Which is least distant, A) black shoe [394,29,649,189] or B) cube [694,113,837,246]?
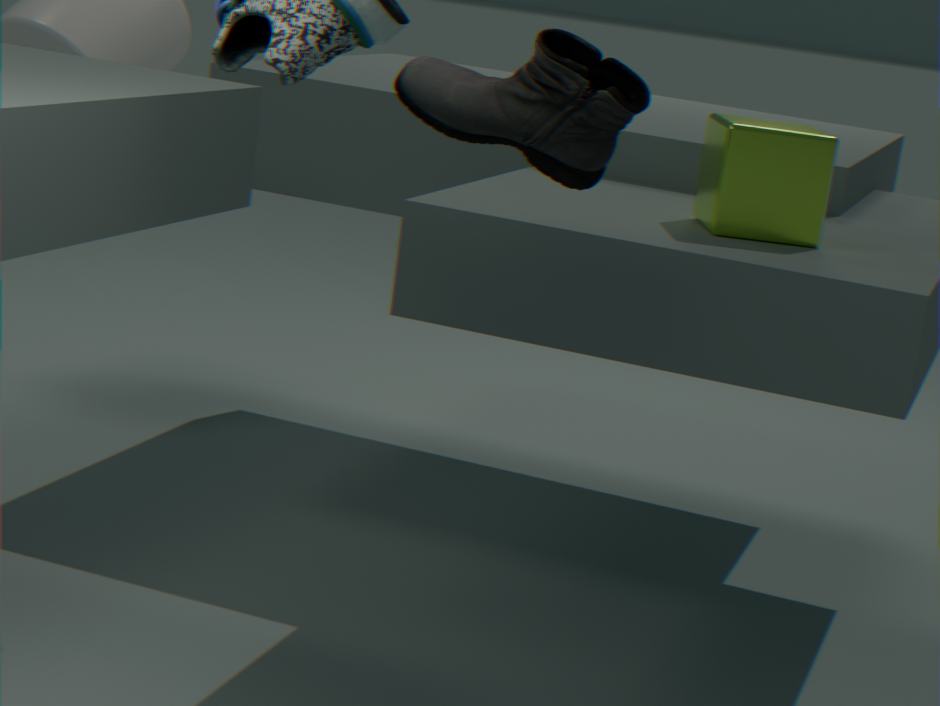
A. black shoe [394,29,649,189]
